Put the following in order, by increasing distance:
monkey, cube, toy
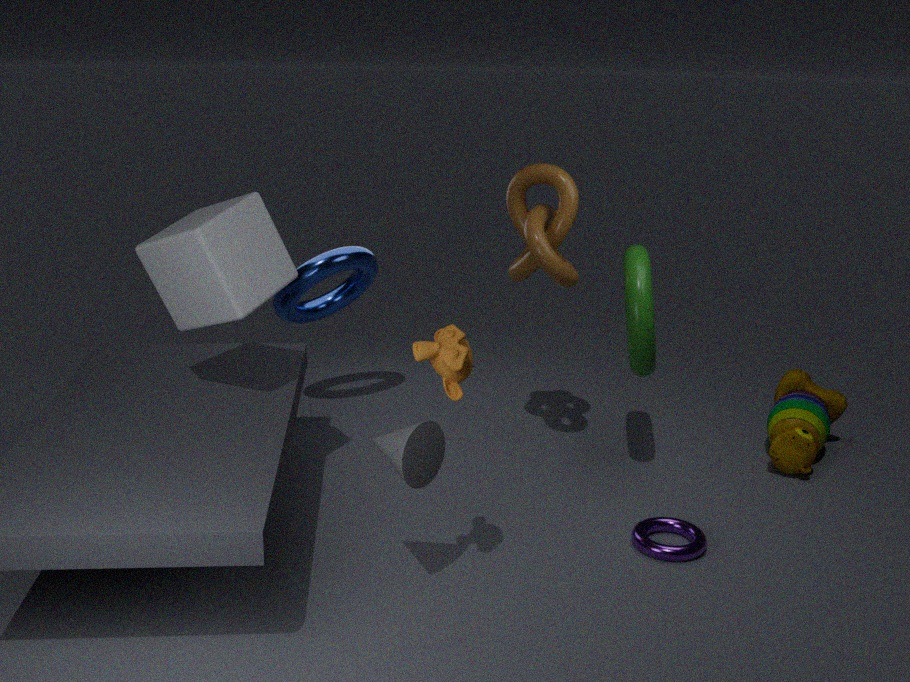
1. monkey
2. cube
3. toy
